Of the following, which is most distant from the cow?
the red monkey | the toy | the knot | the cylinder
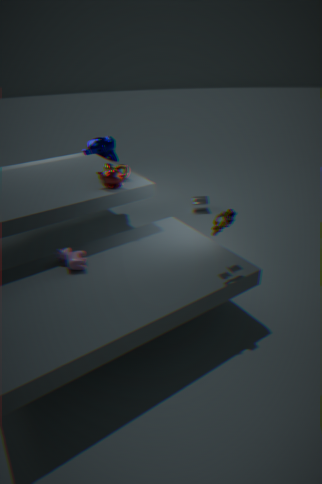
the cylinder
